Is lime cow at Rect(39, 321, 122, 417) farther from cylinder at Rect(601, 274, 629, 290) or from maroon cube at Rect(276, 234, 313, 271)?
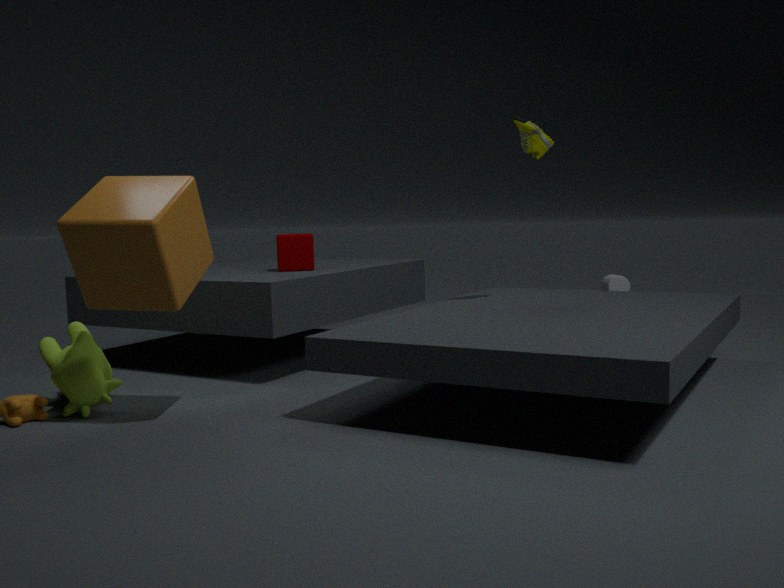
cylinder at Rect(601, 274, 629, 290)
